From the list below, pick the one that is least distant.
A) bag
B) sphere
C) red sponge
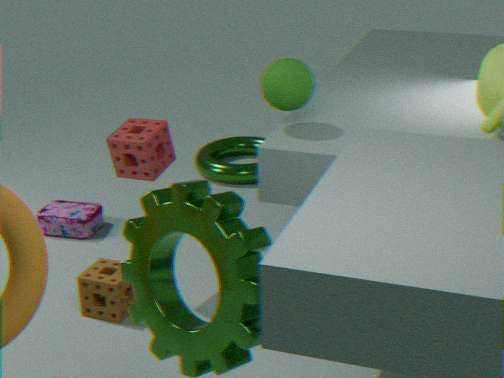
sphere
